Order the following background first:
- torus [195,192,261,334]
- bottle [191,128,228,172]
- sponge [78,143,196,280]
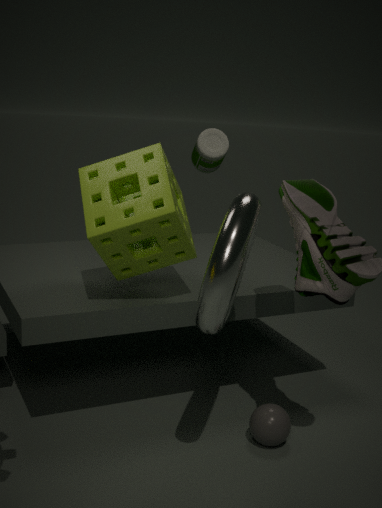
1. bottle [191,128,228,172]
2. sponge [78,143,196,280]
3. torus [195,192,261,334]
